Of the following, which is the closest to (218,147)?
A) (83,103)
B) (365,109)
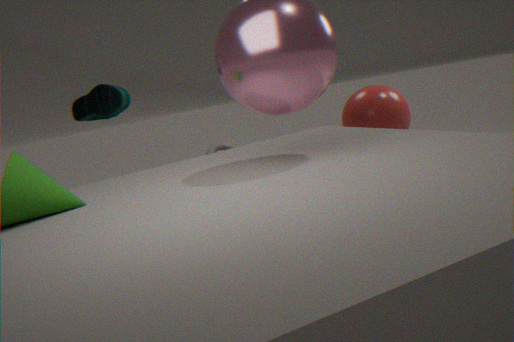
(365,109)
